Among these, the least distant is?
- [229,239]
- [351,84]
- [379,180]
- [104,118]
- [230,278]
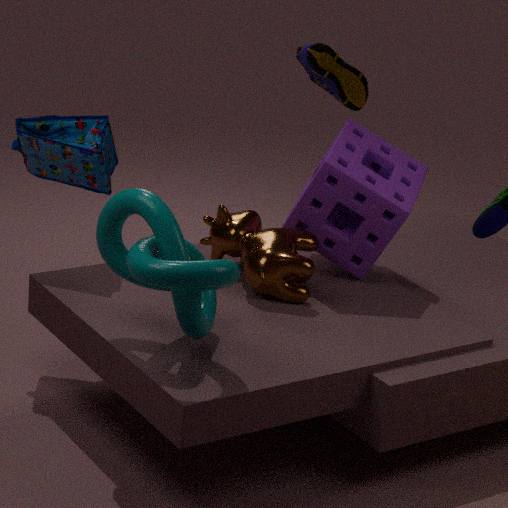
[230,278]
